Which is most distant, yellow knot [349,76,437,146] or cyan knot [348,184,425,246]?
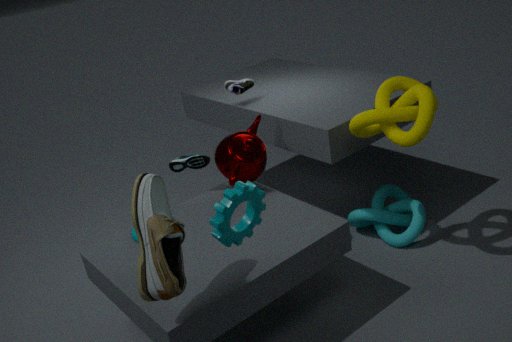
cyan knot [348,184,425,246]
